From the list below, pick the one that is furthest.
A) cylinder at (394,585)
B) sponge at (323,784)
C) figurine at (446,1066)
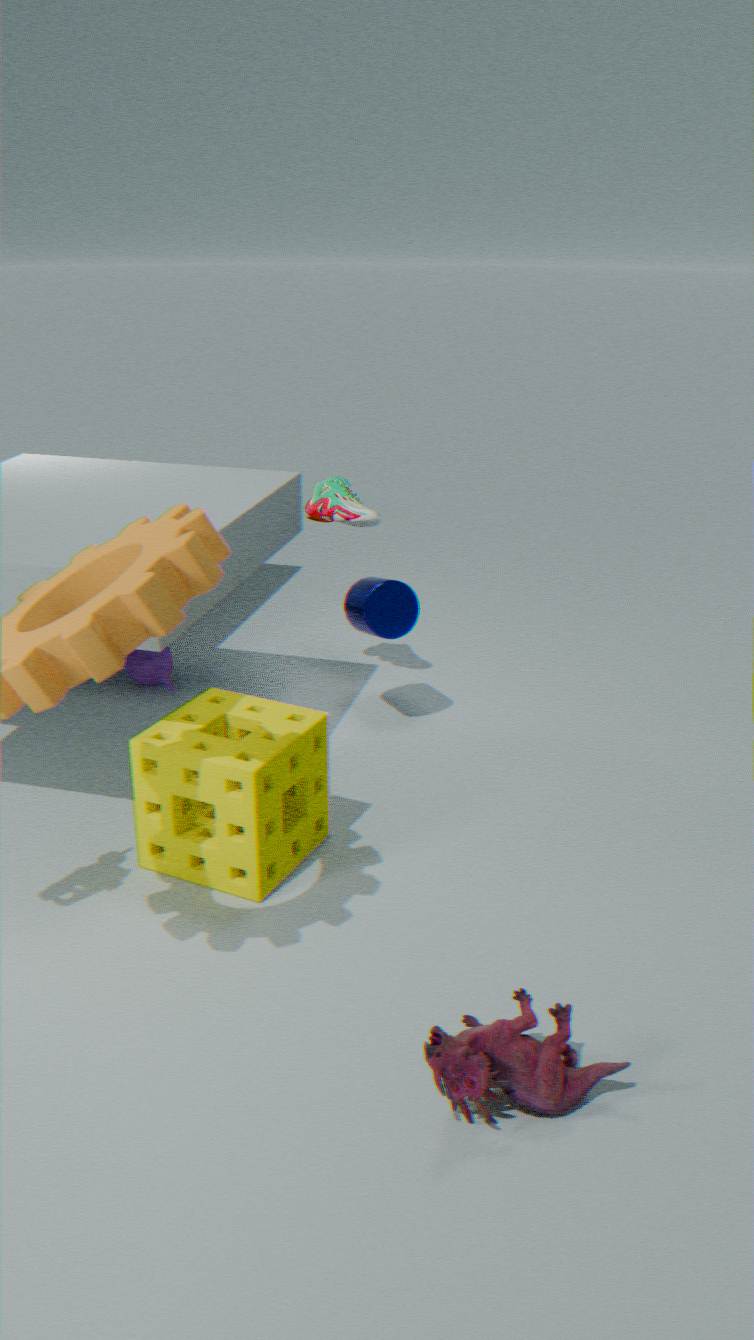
cylinder at (394,585)
